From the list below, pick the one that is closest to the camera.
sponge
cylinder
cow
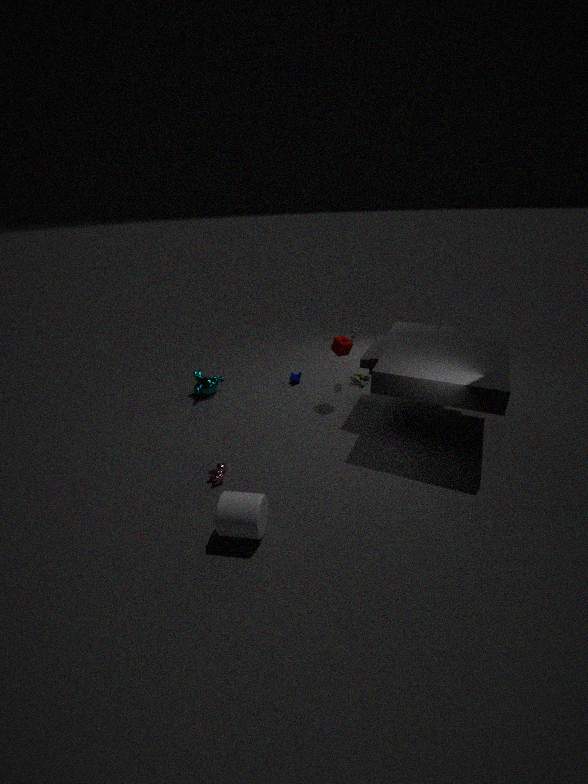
cylinder
